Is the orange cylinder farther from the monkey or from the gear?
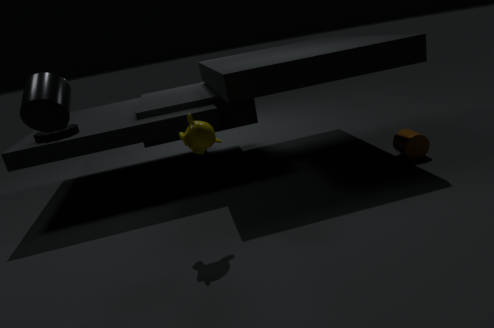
the gear
